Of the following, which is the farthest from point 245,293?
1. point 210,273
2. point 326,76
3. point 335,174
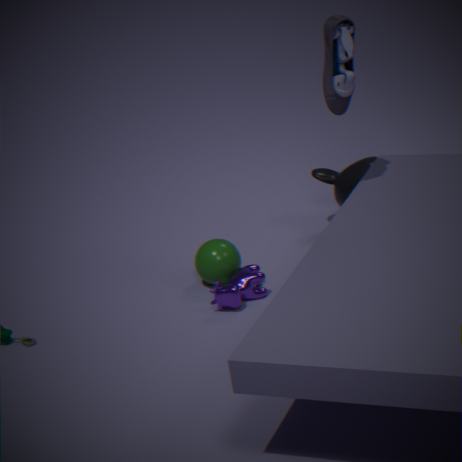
point 326,76
